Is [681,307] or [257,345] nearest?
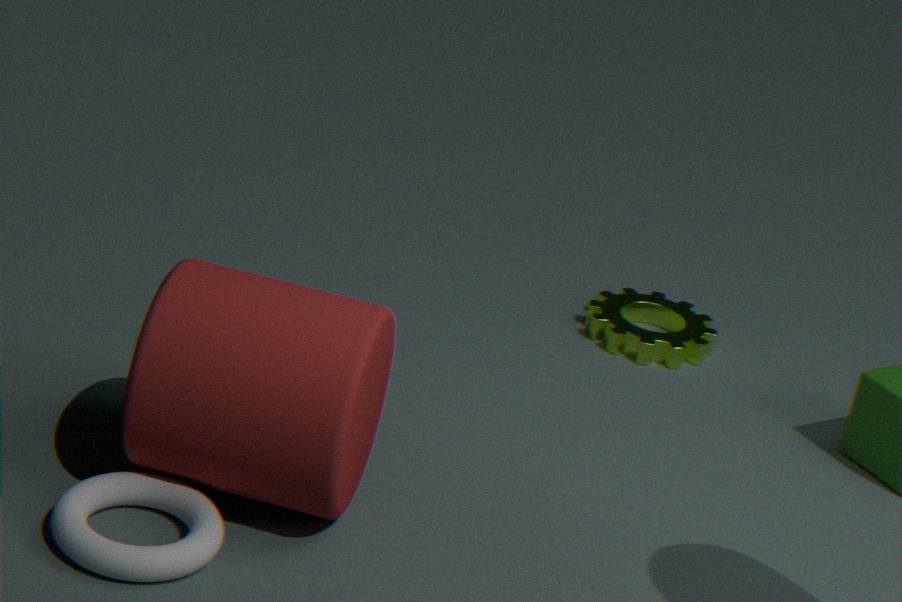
[257,345]
